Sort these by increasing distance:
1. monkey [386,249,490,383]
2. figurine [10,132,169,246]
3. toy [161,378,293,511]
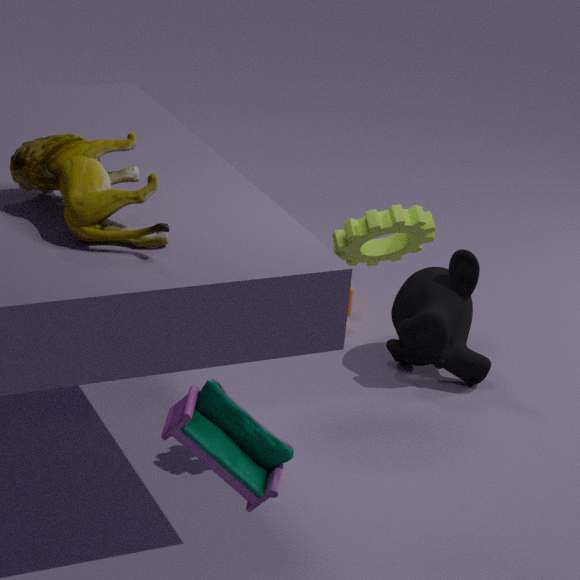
toy [161,378,293,511] → figurine [10,132,169,246] → monkey [386,249,490,383]
